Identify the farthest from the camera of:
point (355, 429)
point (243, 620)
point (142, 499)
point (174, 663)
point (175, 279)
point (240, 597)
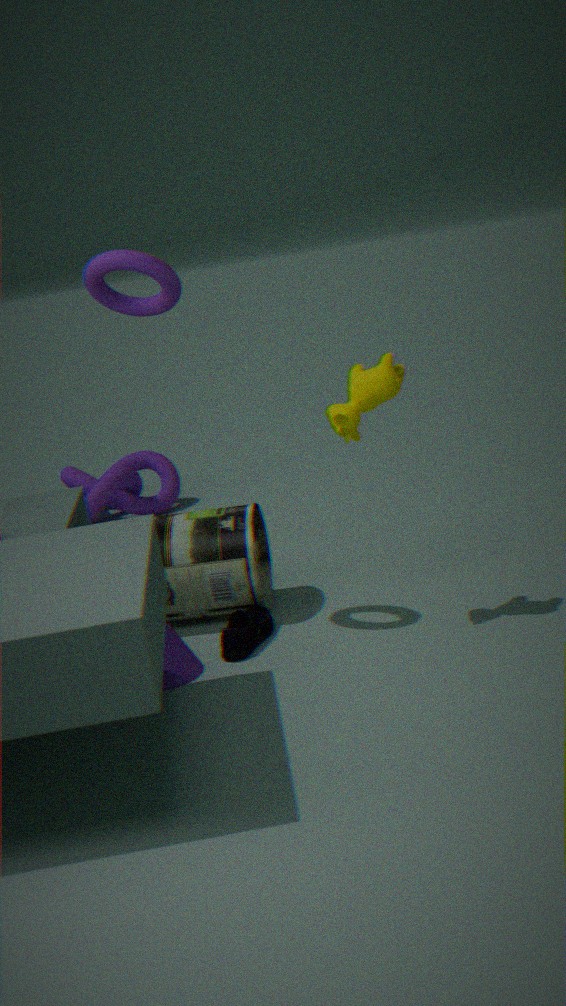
point (142, 499)
